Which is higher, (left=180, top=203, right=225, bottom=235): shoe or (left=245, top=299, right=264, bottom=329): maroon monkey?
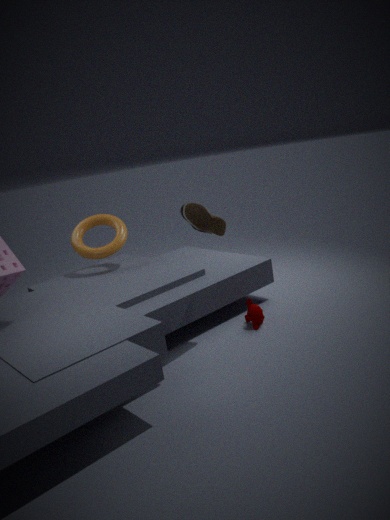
(left=180, top=203, right=225, bottom=235): shoe
